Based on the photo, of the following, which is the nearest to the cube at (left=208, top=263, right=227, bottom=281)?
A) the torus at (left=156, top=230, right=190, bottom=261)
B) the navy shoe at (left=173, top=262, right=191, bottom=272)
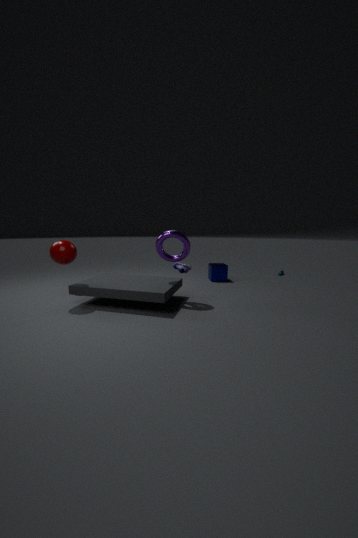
the torus at (left=156, top=230, right=190, bottom=261)
